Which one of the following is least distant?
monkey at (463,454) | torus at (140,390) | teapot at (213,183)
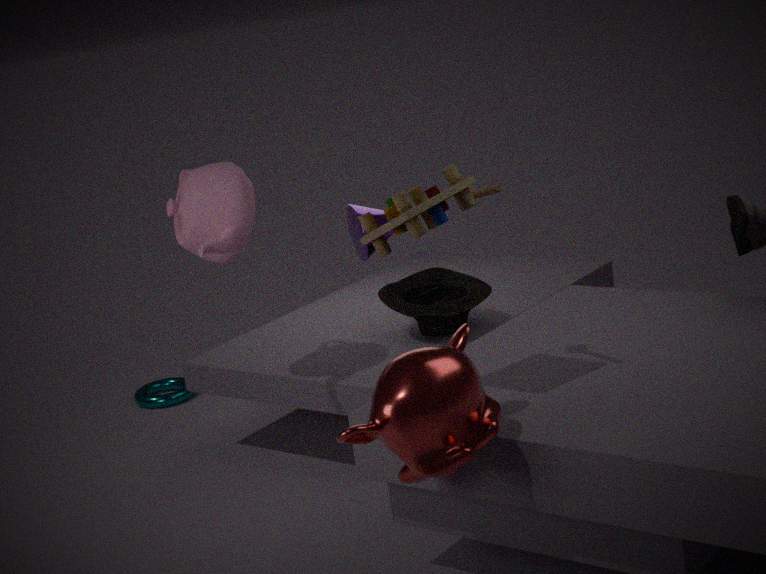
monkey at (463,454)
